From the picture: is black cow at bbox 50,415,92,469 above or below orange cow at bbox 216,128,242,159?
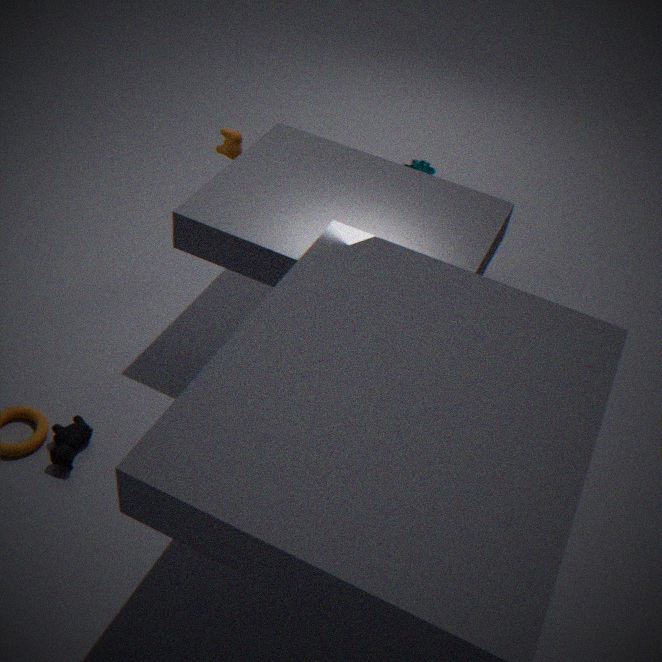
below
